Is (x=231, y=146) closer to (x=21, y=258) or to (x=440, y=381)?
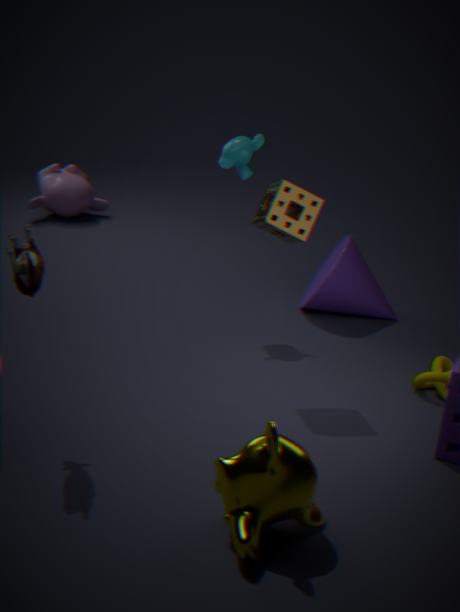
(x=440, y=381)
